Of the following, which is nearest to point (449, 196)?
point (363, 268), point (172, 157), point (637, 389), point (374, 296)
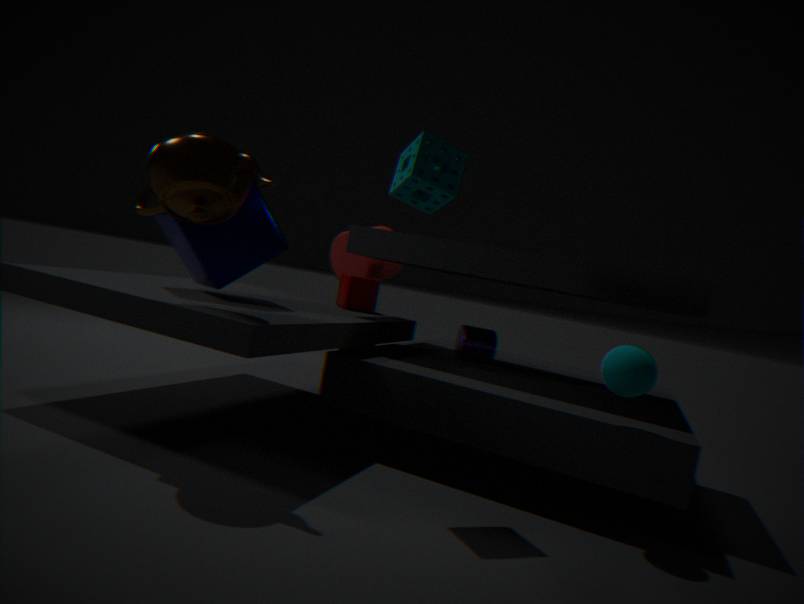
point (172, 157)
